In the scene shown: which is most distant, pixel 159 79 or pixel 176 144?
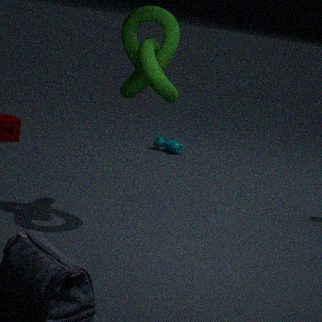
pixel 176 144
